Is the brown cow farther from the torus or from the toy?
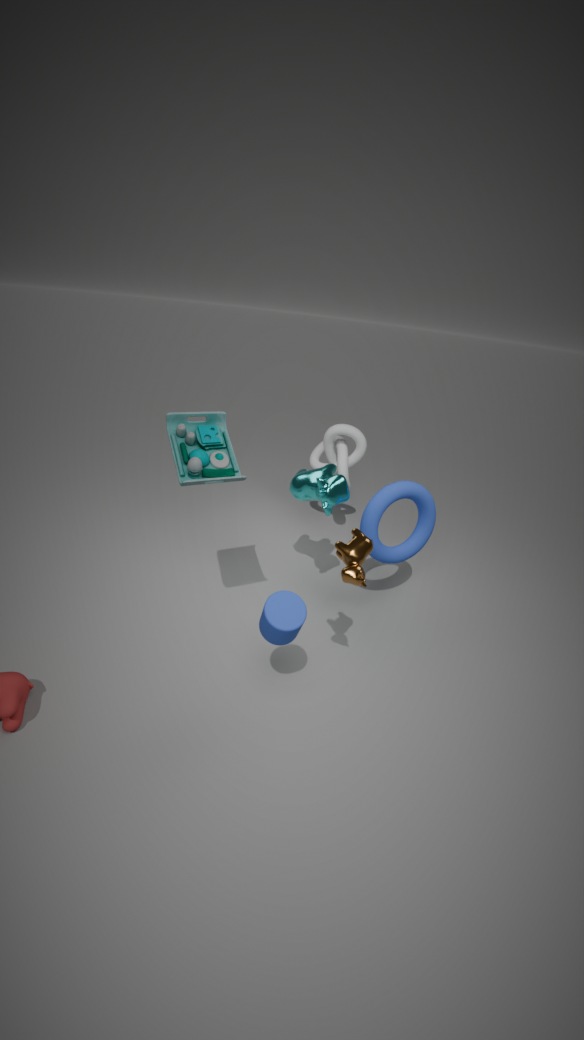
the torus
